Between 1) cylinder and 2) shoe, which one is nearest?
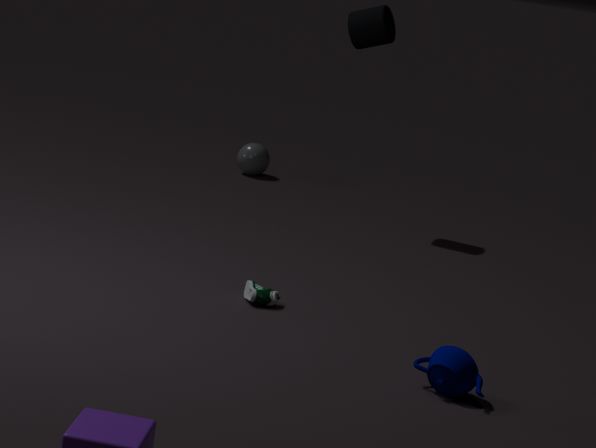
2. shoe
